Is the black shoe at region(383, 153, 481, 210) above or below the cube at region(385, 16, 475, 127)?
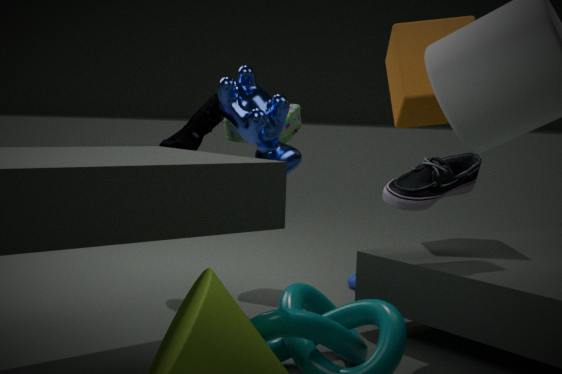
below
